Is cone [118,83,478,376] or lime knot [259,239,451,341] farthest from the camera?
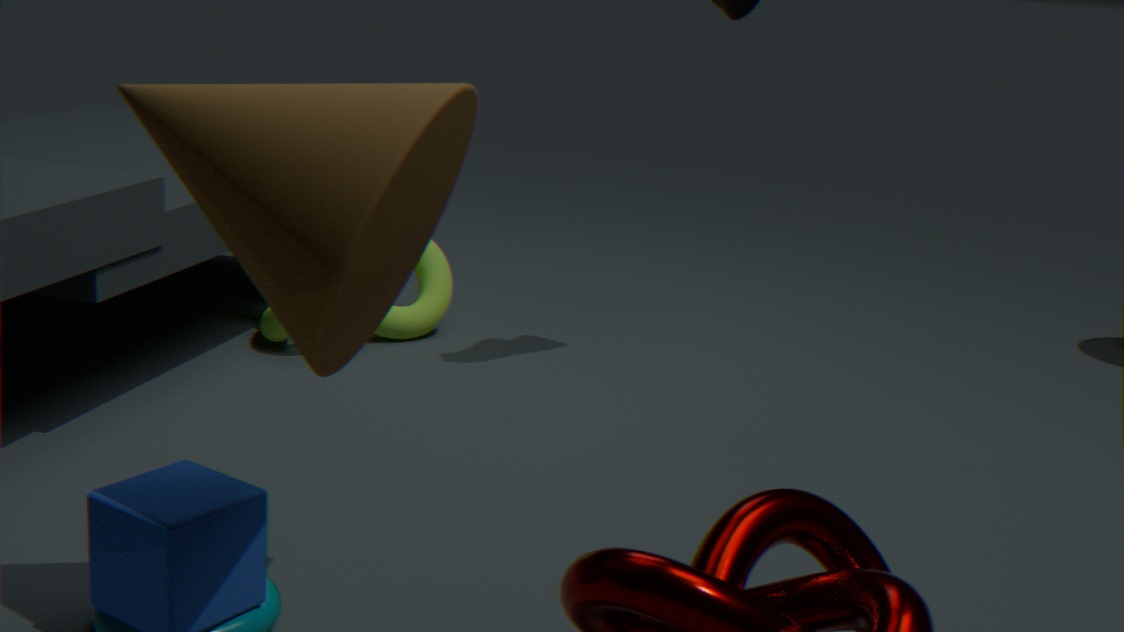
lime knot [259,239,451,341]
